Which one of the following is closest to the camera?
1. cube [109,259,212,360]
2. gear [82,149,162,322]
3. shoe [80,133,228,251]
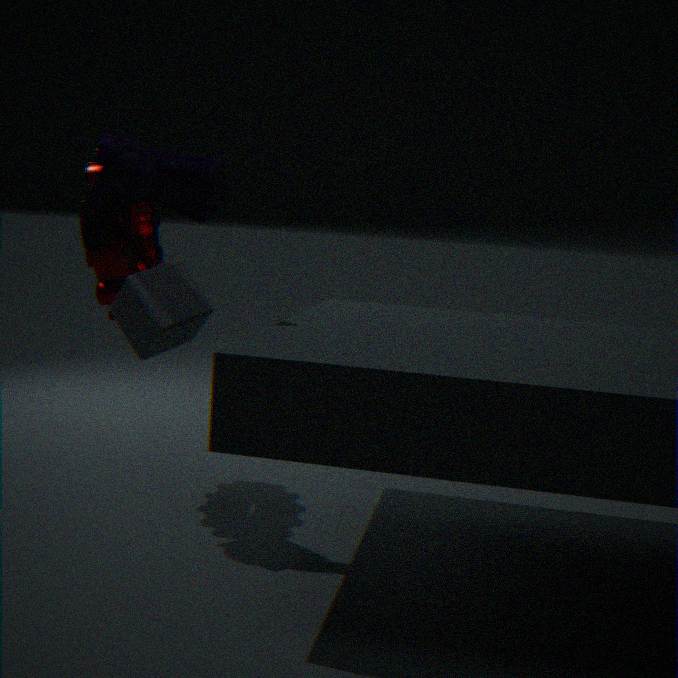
shoe [80,133,228,251]
